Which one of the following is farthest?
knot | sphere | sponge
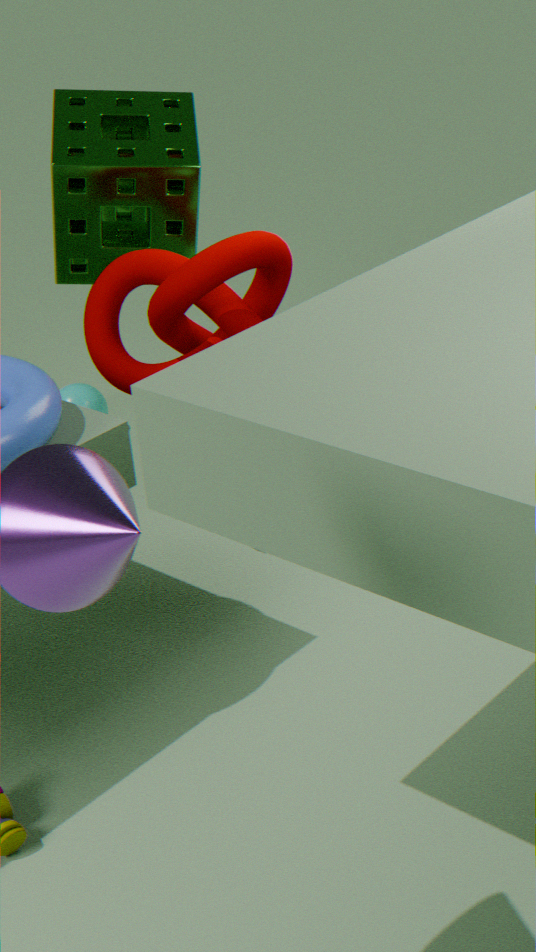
sphere
